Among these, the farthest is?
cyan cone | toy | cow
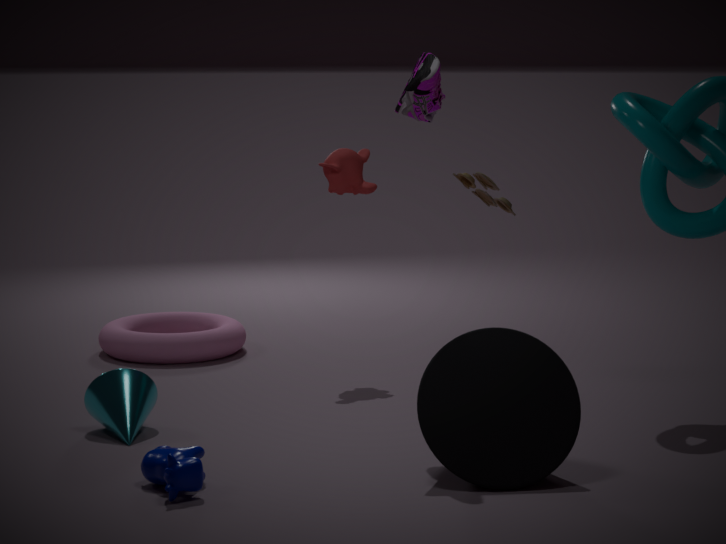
toy
